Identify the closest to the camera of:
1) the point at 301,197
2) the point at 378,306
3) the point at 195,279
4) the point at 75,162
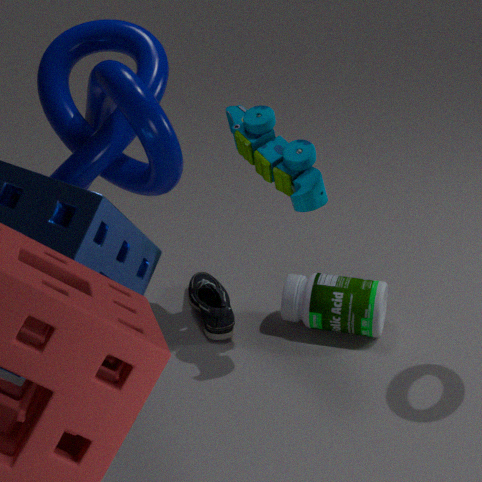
4. the point at 75,162
